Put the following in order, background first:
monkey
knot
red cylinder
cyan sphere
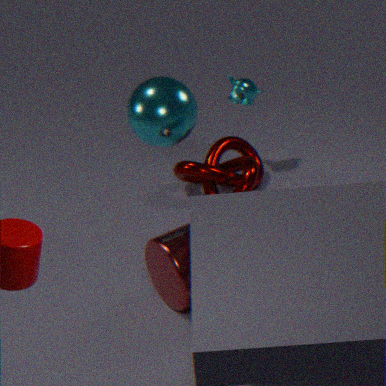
monkey < knot < cyan sphere < red cylinder
